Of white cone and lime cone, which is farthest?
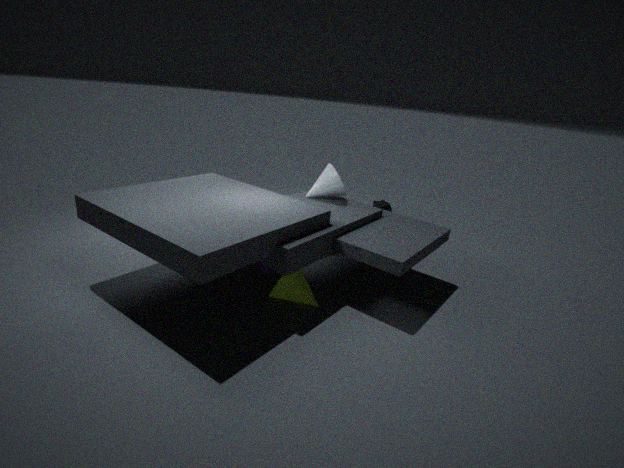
white cone
